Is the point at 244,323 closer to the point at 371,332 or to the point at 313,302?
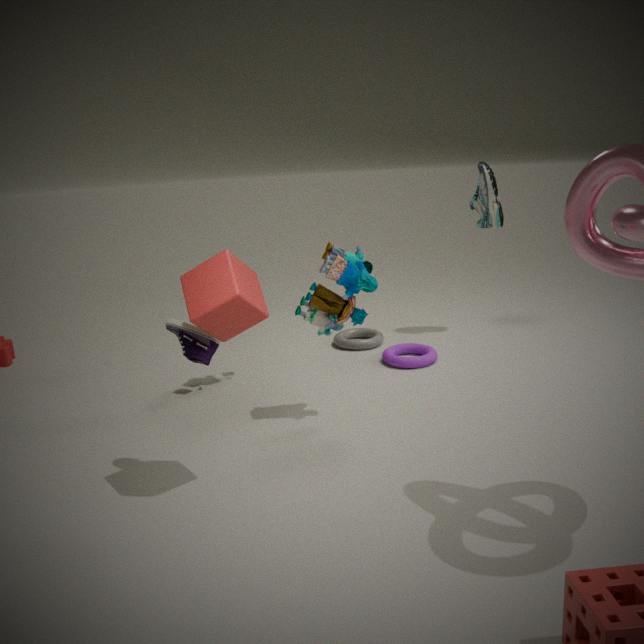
the point at 313,302
